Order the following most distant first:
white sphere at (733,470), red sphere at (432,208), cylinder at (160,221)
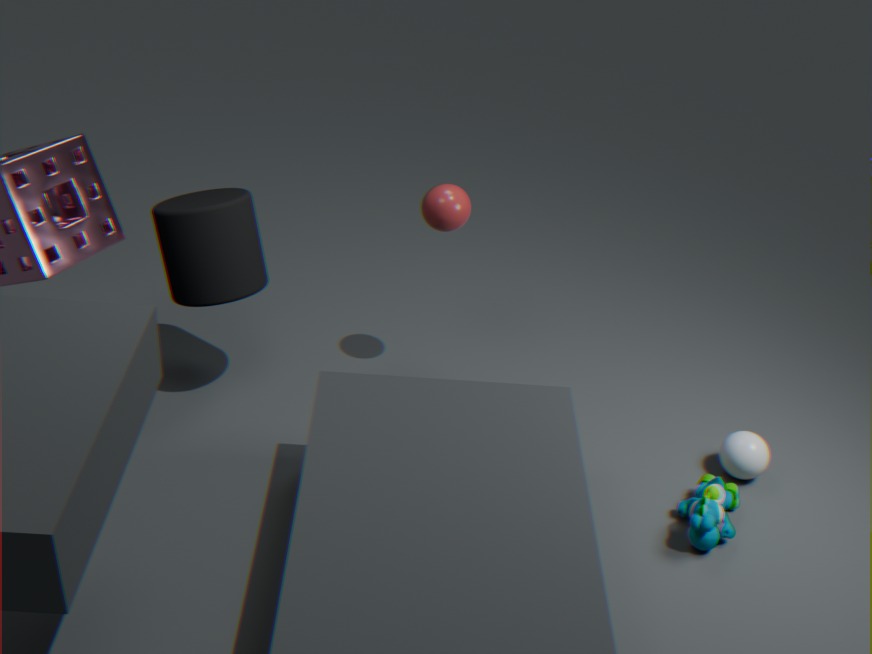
red sphere at (432,208), white sphere at (733,470), cylinder at (160,221)
